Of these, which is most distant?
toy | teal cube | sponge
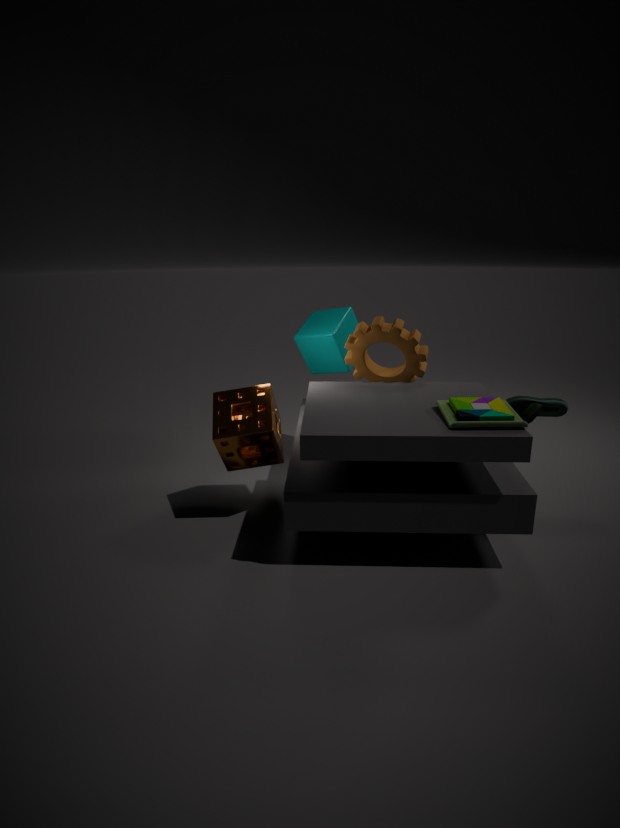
teal cube
